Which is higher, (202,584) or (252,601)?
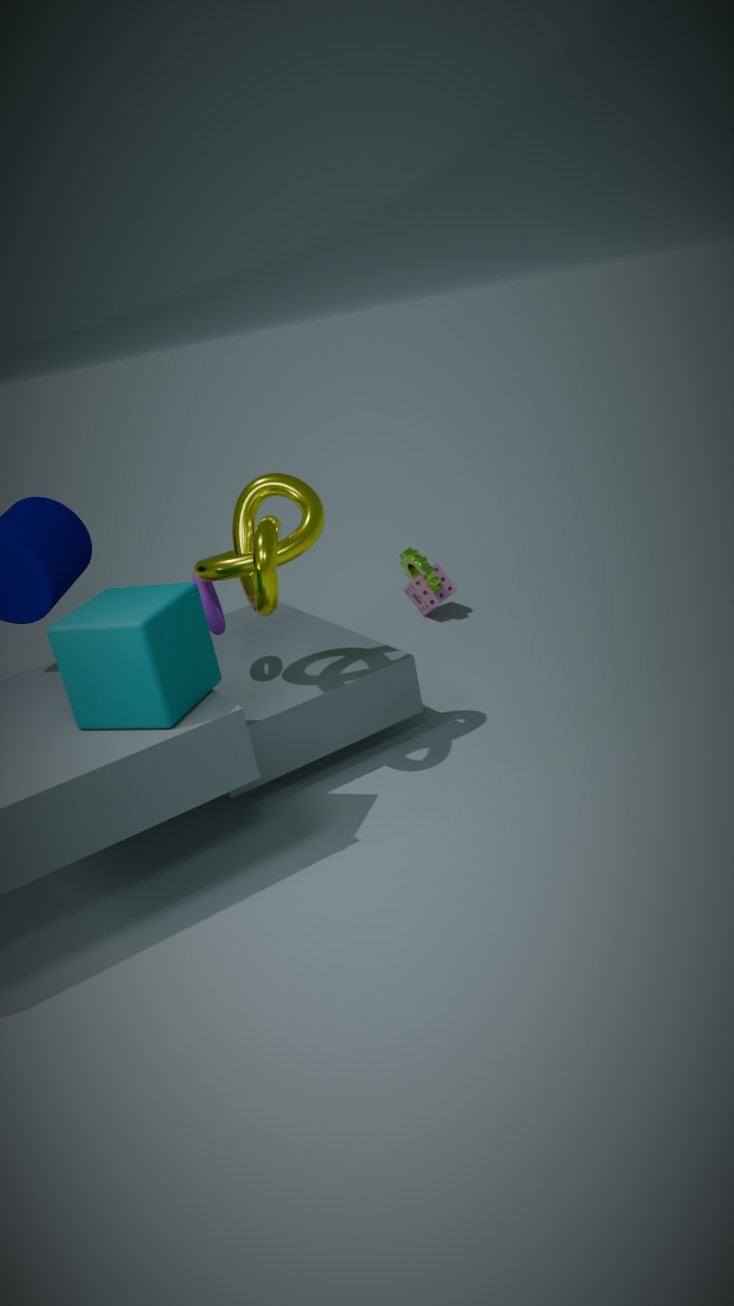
(252,601)
